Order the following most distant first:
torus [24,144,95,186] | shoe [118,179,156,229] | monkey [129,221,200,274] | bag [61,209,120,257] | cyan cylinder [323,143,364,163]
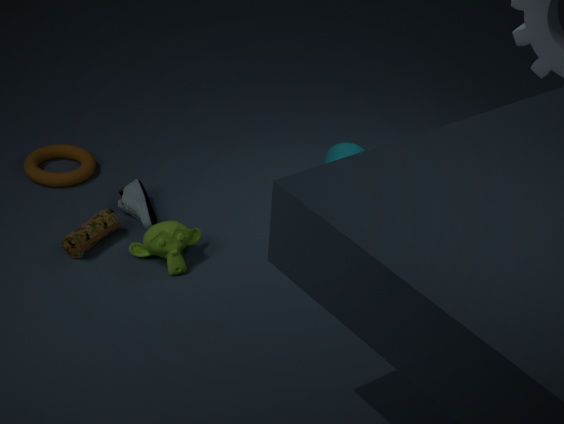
cyan cylinder [323,143,364,163]
torus [24,144,95,186]
shoe [118,179,156,229]
bag [61,209,120,257]
monkey [129,221,200,274]
